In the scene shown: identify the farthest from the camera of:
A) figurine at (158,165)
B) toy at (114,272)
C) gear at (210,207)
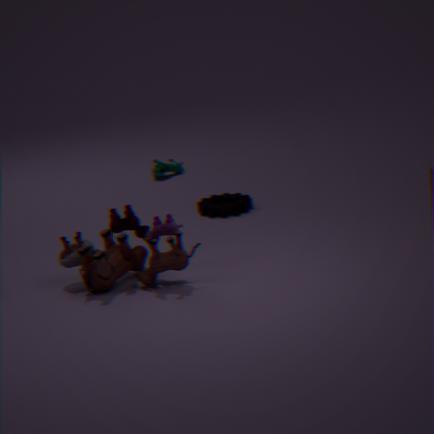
figurine at (158,165)
